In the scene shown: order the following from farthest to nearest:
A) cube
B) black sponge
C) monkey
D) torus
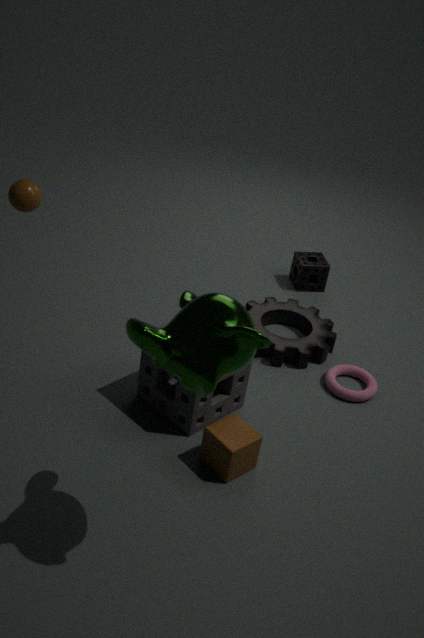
black sponge < torus < cube < monkey
